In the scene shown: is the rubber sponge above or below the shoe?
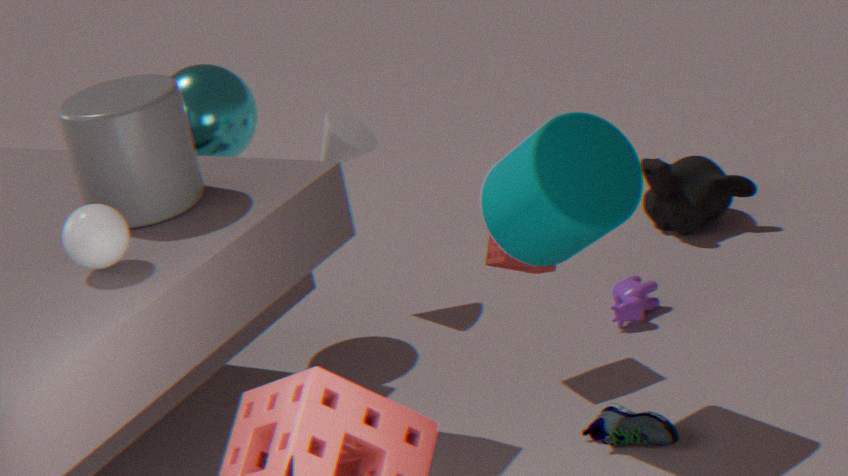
Result: above
